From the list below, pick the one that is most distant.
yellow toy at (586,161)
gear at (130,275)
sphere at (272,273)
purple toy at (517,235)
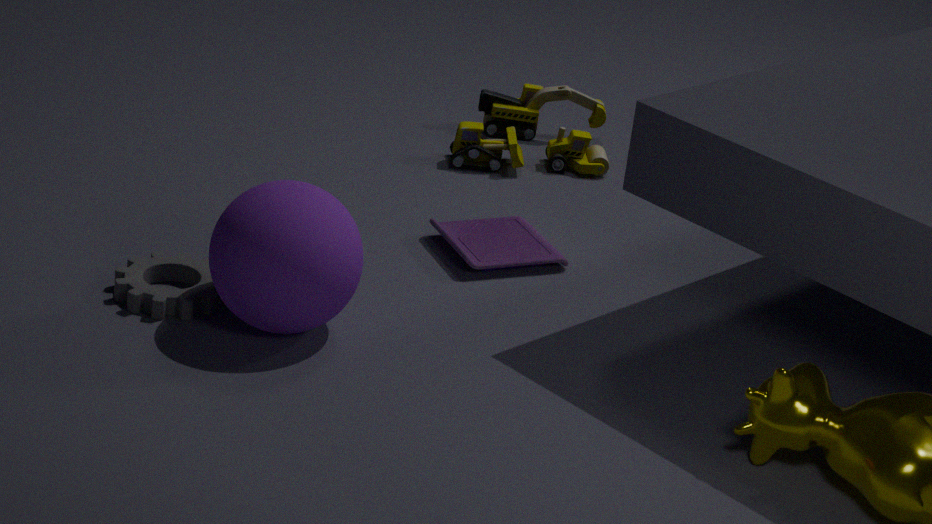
yellow toy at (586,161)
